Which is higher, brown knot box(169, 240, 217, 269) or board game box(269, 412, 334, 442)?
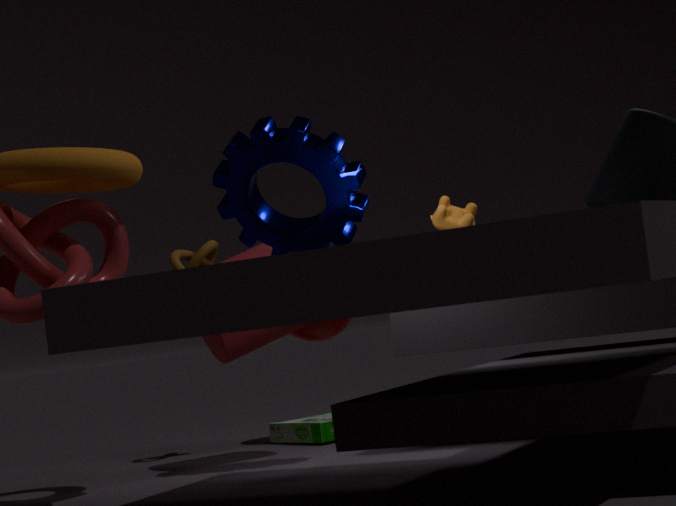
brown knot box(169, 240, 217, 269)
